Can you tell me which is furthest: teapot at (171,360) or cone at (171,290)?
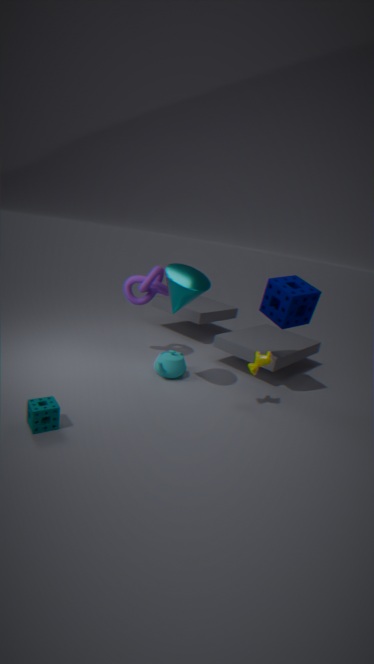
teapot at (171,360)
